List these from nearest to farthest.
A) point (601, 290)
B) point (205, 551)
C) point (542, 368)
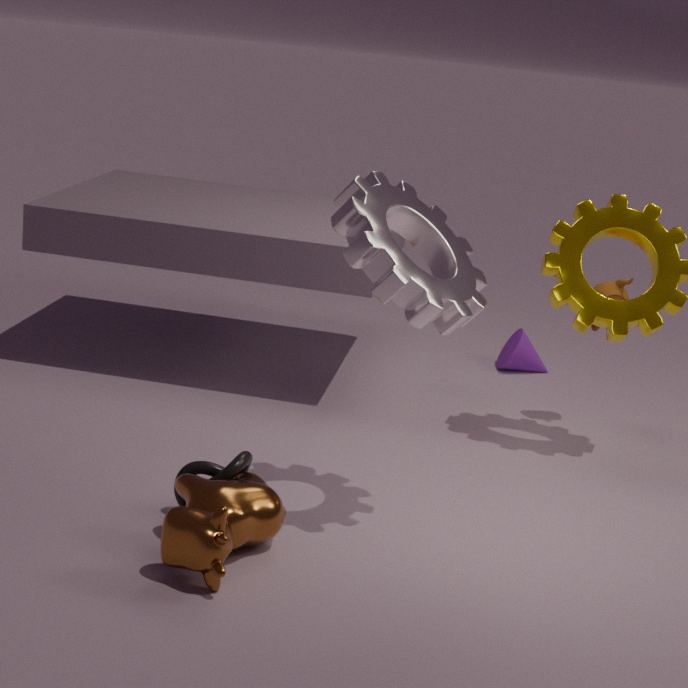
1. point (205, 551)
2. point (601, 290)
3. point (542, 368)
